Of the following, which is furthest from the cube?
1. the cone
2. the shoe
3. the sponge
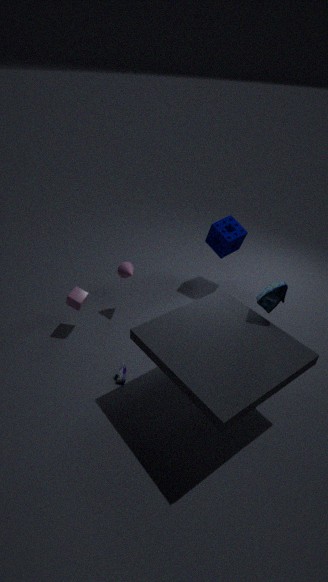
the sponge
